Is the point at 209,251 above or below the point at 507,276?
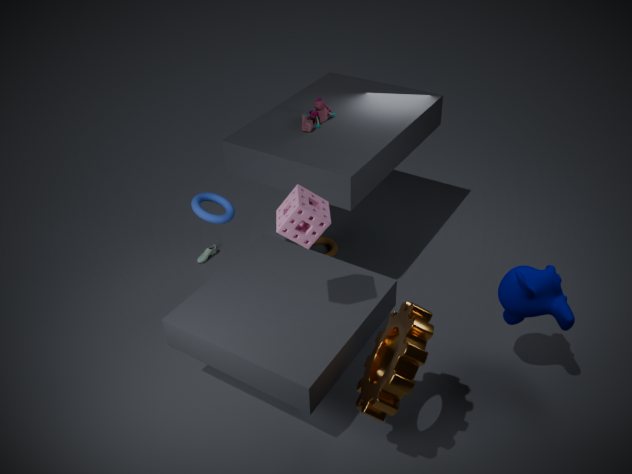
below
